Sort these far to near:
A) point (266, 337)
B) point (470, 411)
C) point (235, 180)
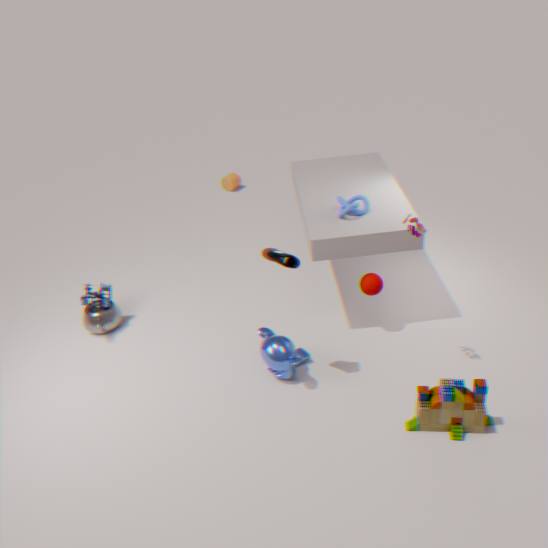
point (235, 180) < point (266, 337) < point (470, 411)
